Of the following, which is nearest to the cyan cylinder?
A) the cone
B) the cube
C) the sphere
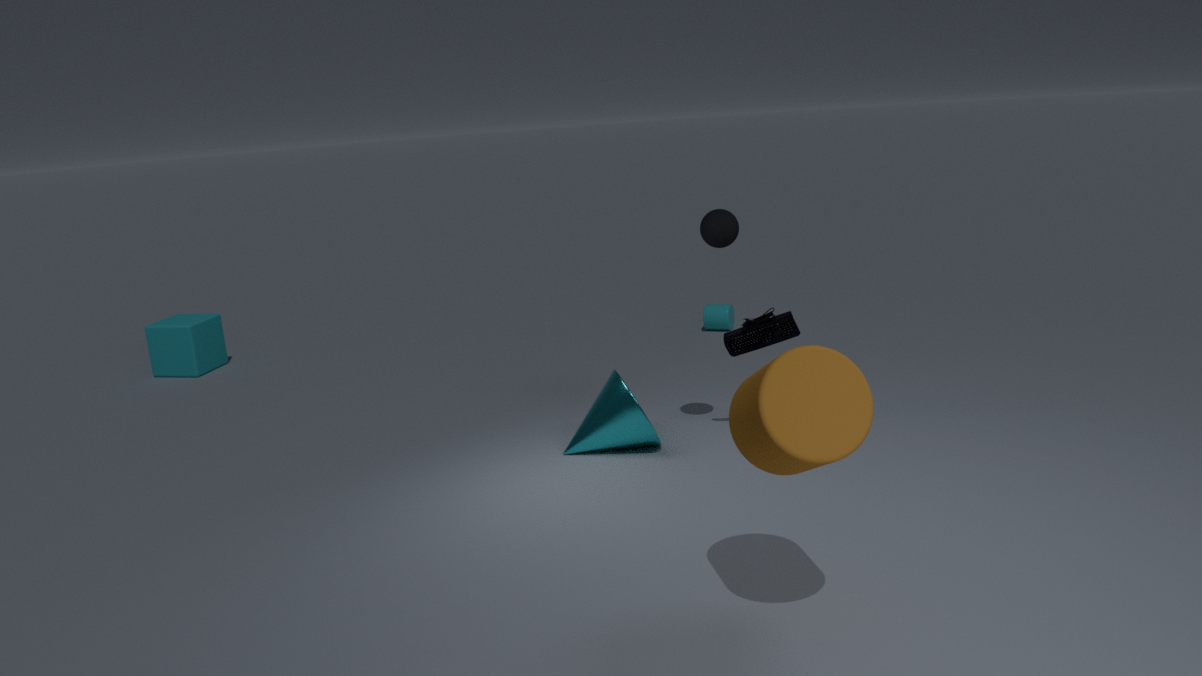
the cone
